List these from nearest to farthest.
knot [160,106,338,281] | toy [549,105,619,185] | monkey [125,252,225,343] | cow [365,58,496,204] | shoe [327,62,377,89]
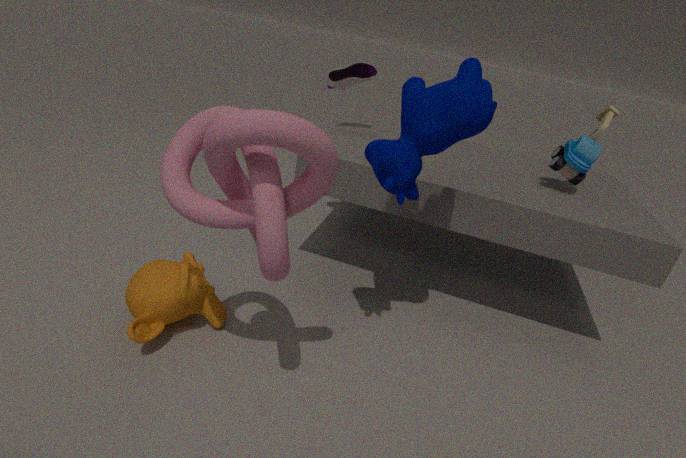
1. knot [160,106,338,281]
2. cow [365,58,496,204]
3. monkey [125,252,225,343]
4. toy [549,105,619,185]
5. shoe [327,62,377,89]
